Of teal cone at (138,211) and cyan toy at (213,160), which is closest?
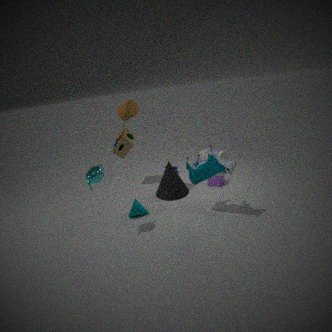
cyan toy at (213,160)
